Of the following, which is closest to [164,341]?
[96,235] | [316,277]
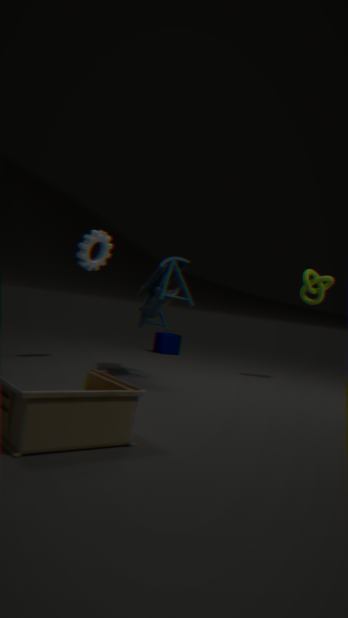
[316,277]
